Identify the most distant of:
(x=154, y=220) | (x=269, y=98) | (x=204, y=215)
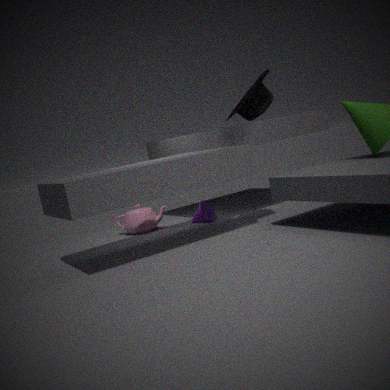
Result: (x=154, y=220)
